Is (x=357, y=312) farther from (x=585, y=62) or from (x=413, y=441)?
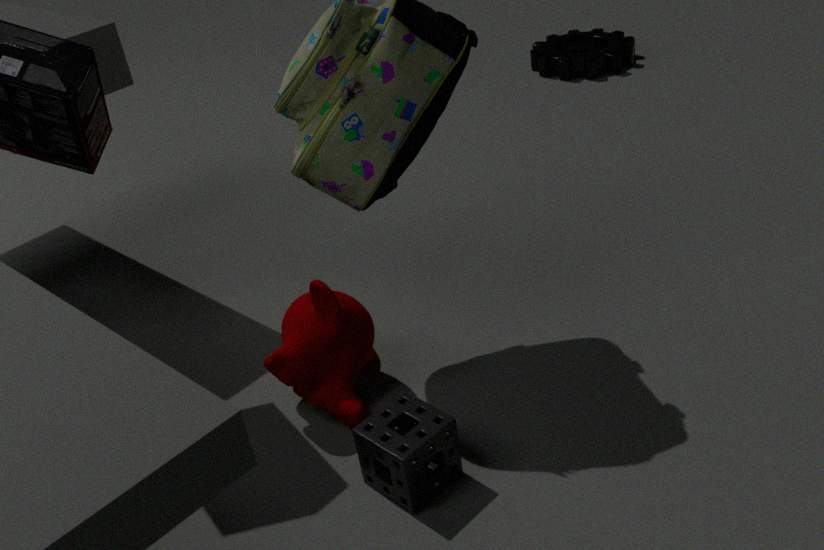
(x=585, y=62)
